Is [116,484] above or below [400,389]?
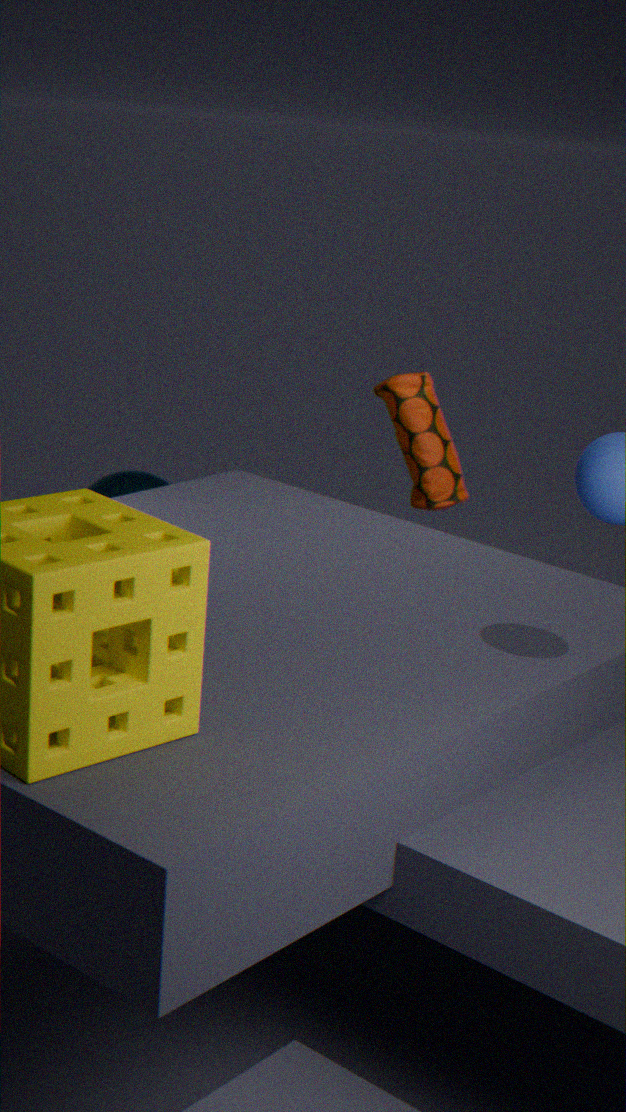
below
